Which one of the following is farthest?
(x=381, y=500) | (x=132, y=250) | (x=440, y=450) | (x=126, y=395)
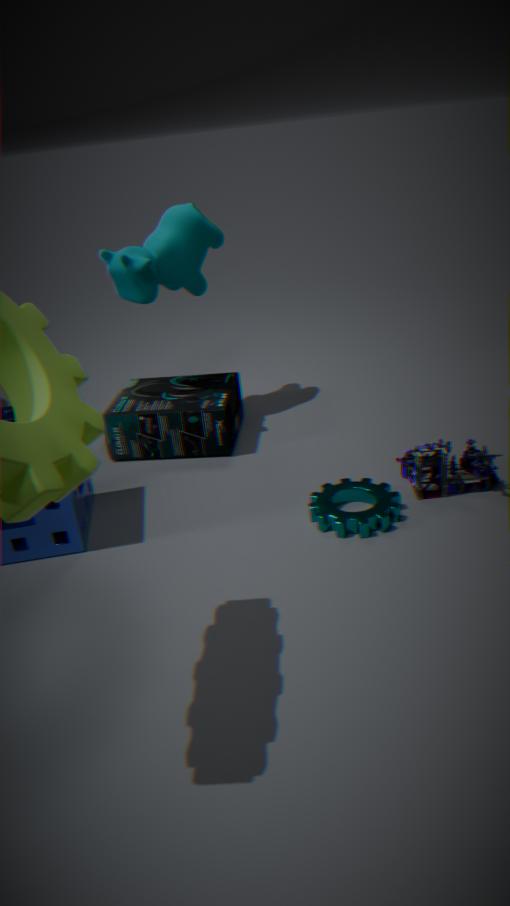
(x=126, y=395)
